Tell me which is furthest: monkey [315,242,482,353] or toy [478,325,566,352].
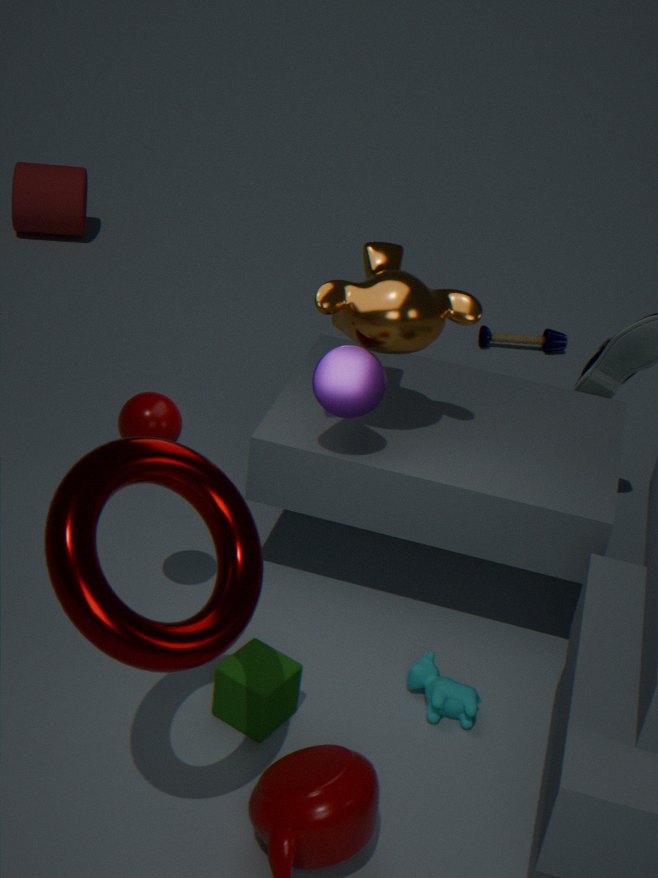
toy [478,325,566,352]
